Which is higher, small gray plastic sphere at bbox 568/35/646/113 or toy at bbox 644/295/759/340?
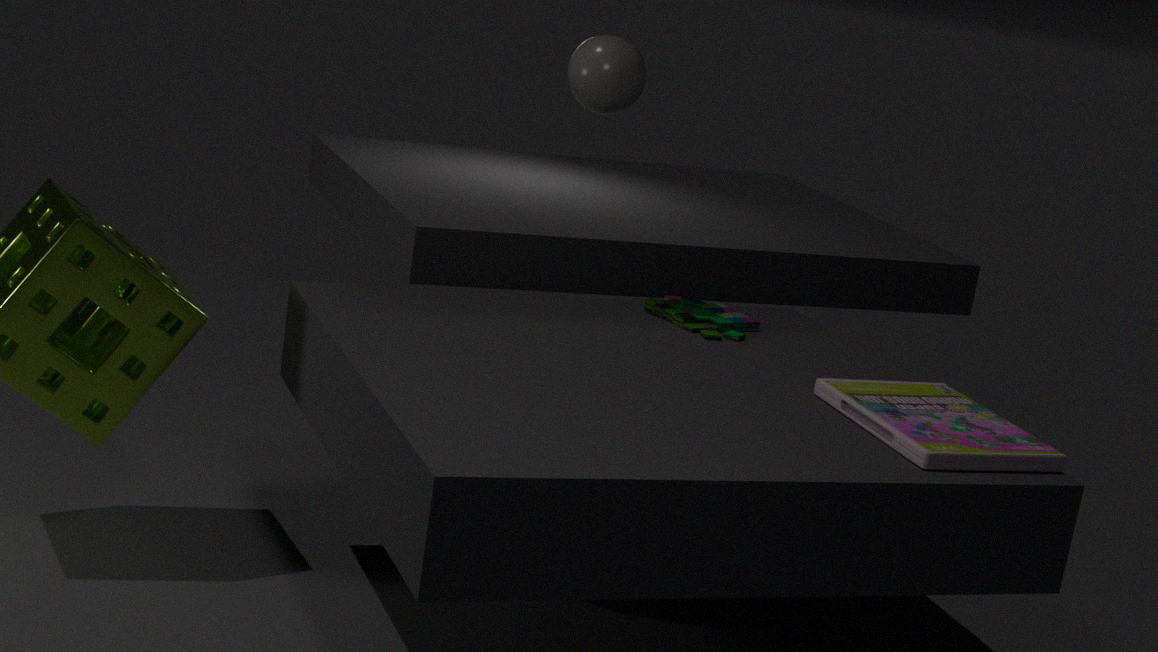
small gray plastic sphere at bbox 568/35/646/113
